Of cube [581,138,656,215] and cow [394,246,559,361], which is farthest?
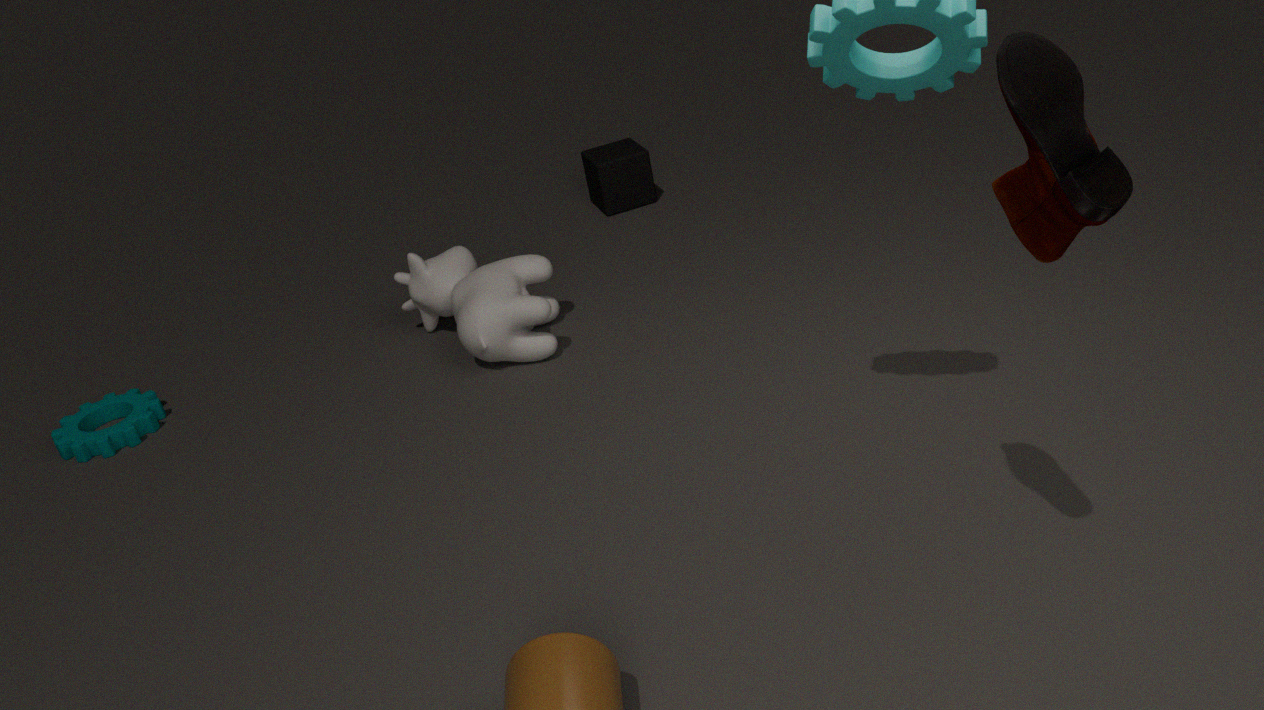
cube [581,138,656,215]
